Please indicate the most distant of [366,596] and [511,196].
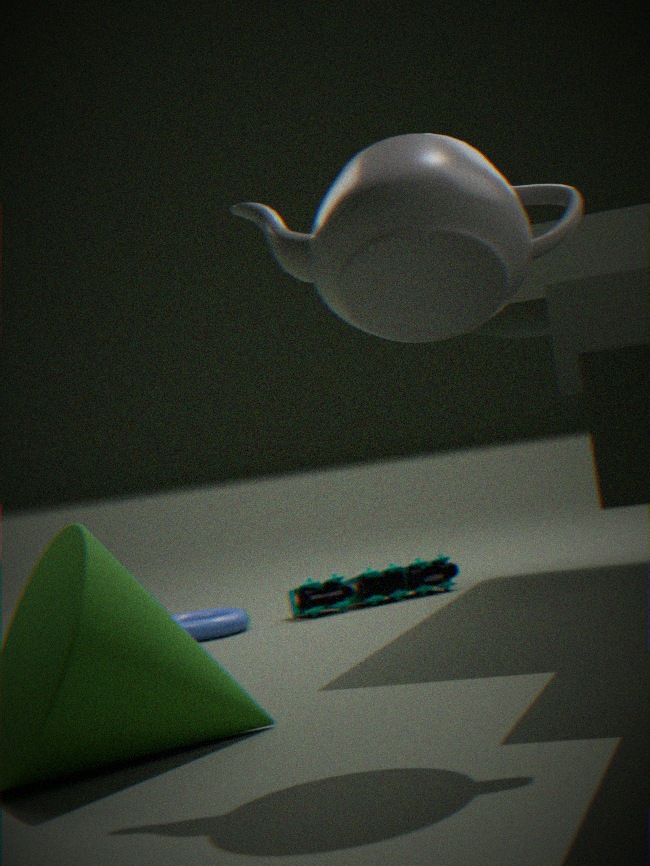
[366,596]
